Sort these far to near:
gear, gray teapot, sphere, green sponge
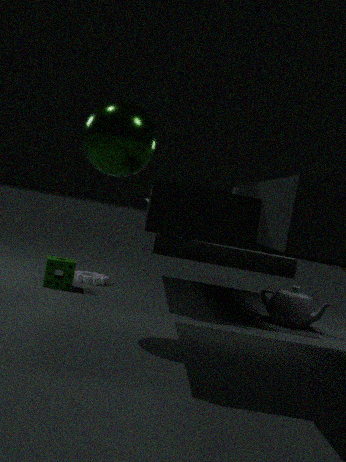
gear, gray teapot, green sponge, sphere
